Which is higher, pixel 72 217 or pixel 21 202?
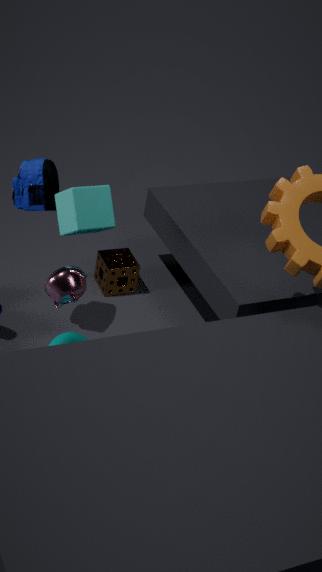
pixel 72 217
